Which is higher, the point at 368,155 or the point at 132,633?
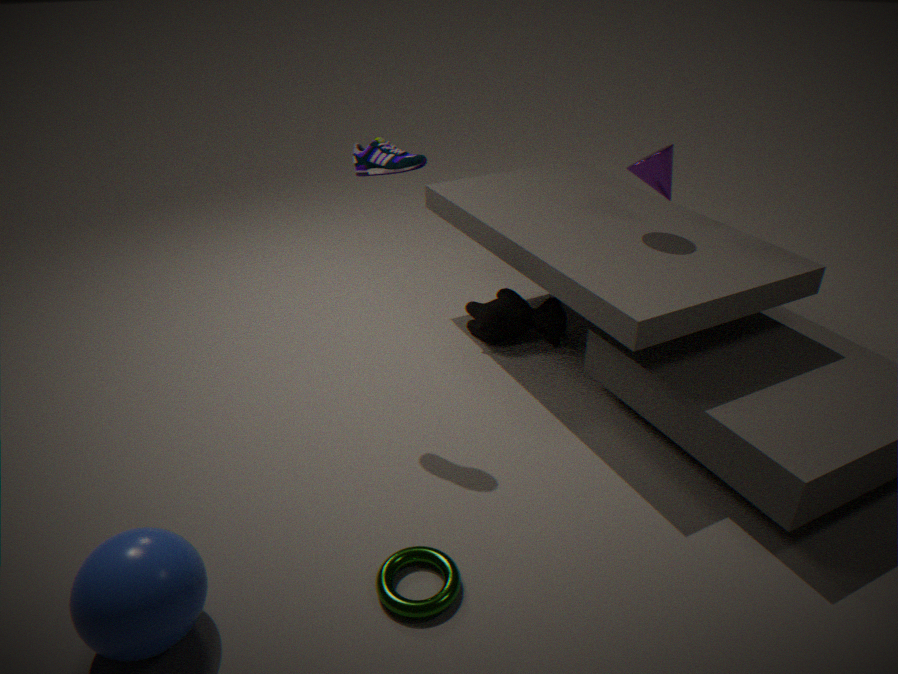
the point at 368,155
